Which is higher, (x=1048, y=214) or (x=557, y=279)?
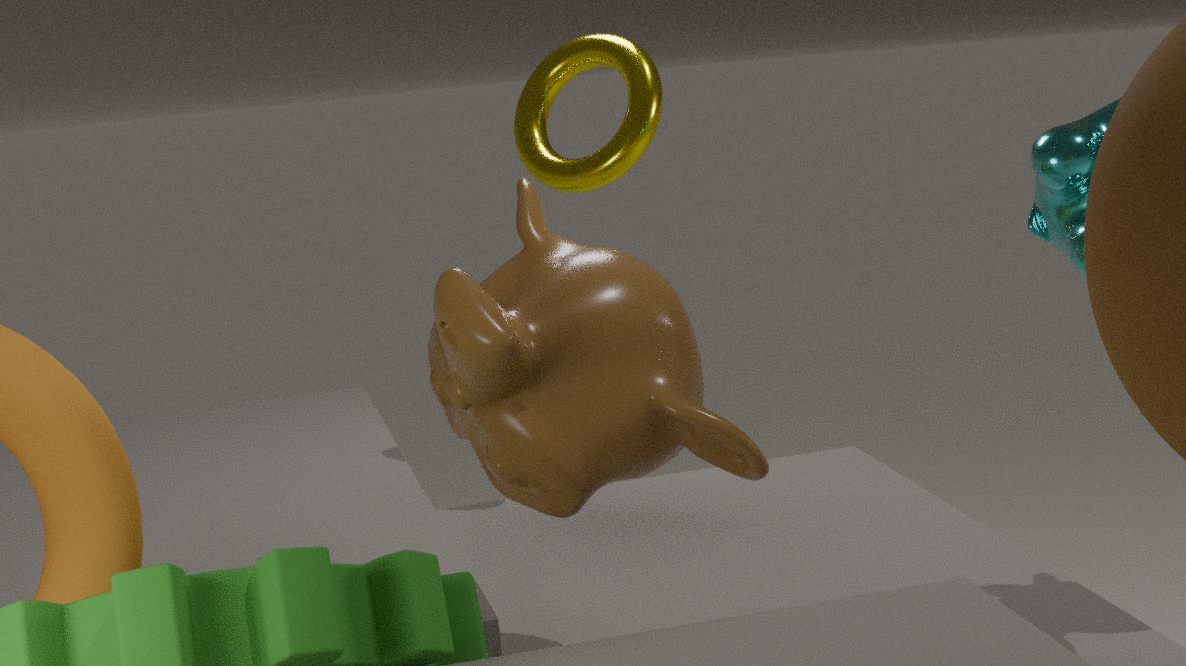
(x=1048, y=214)
